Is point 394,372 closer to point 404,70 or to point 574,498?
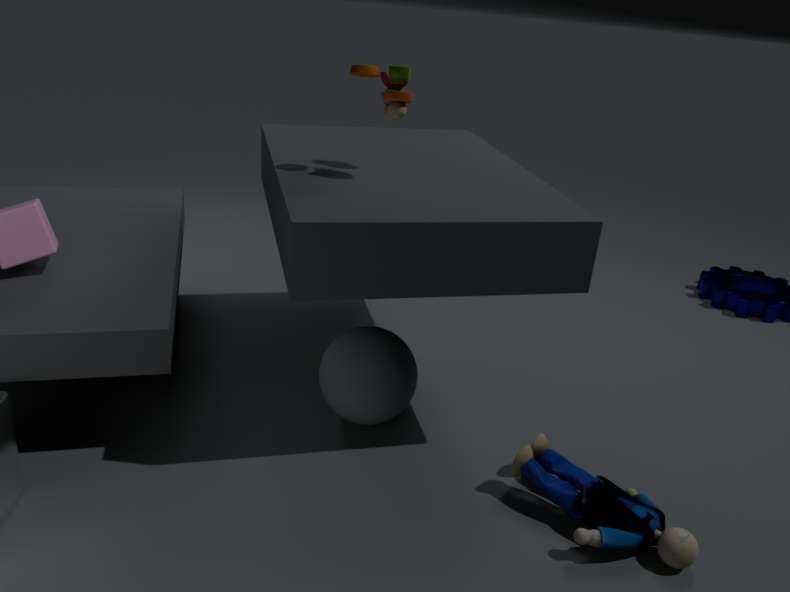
point 574,498
